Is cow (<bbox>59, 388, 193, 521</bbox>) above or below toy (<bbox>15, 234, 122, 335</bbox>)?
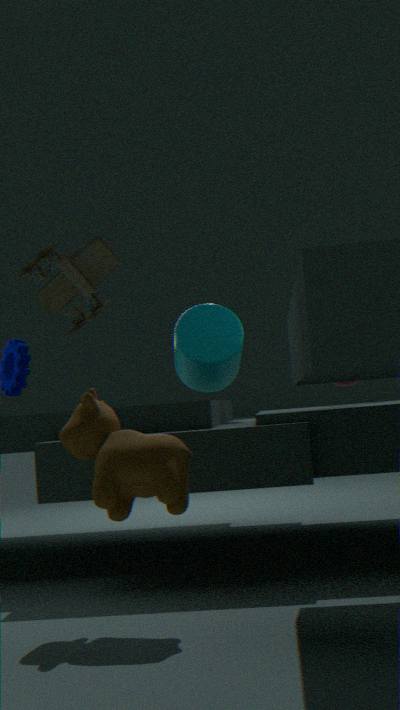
below
